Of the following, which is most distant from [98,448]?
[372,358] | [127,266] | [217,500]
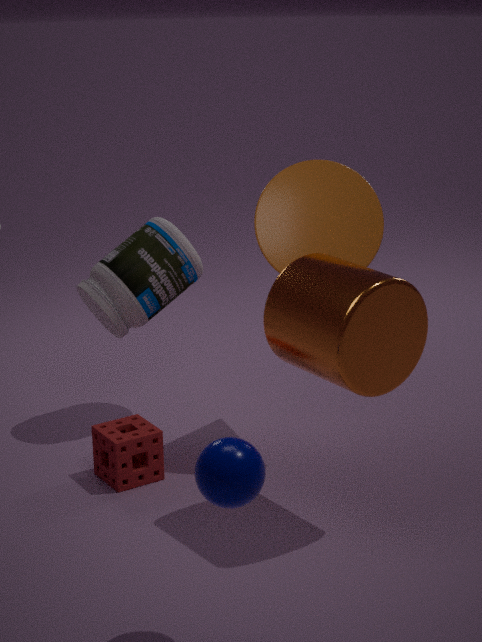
[217,500]
